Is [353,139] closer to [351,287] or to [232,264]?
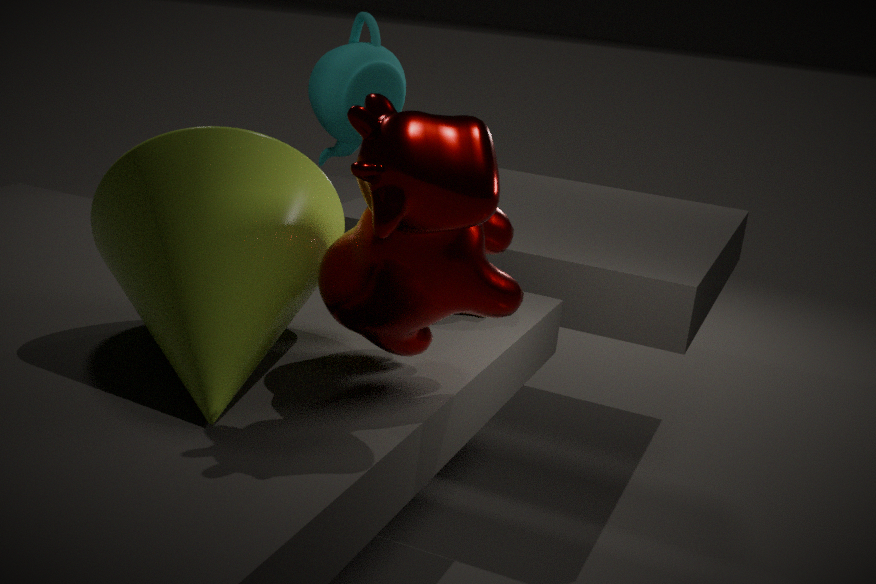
[232,264]
